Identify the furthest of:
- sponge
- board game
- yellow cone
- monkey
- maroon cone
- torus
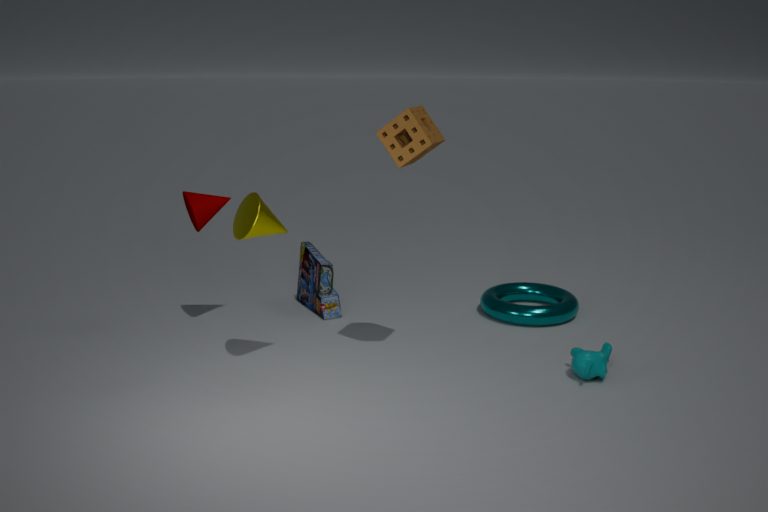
board game
